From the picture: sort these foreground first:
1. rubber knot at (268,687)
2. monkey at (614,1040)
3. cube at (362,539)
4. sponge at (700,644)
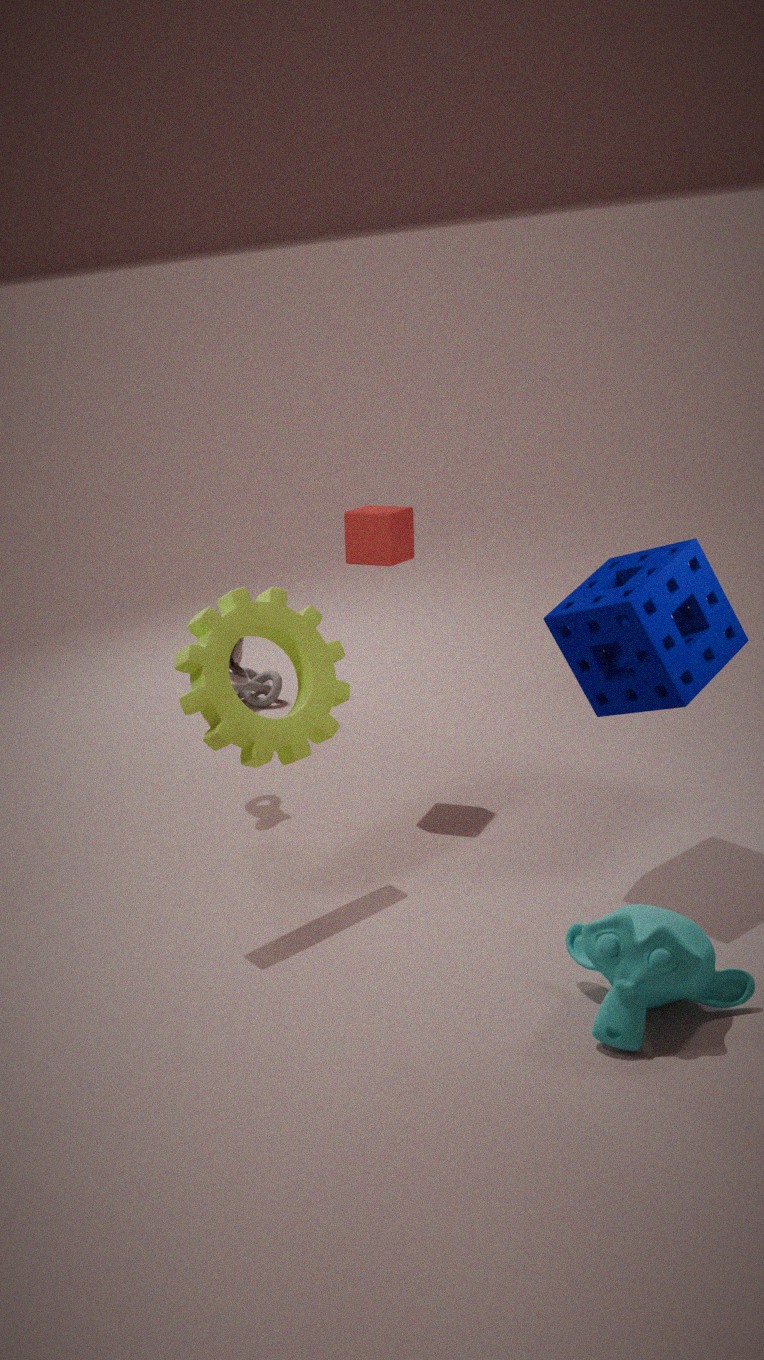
monkey at (614,1040) → sponge at (700,644) → cube at (362,539) → rubber knot at (268,687)
